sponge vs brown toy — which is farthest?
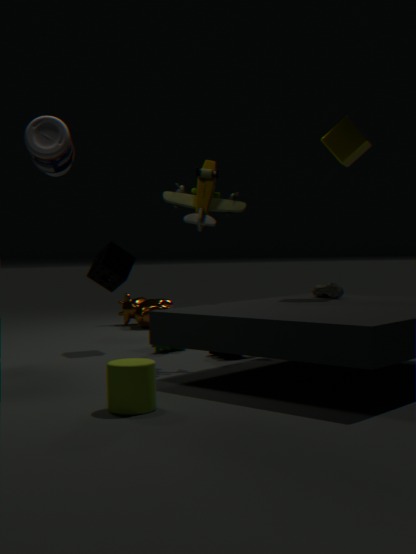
sponge
